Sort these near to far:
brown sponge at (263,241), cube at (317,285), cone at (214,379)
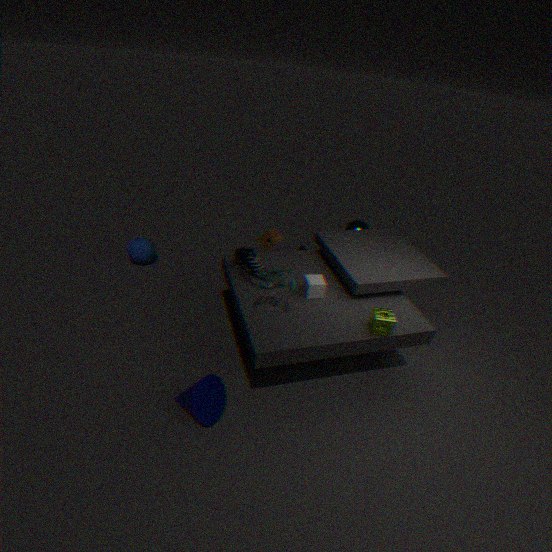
1. cone at (214,379)
2. cube at (317,285)
3. brown sponge at (263,241)
